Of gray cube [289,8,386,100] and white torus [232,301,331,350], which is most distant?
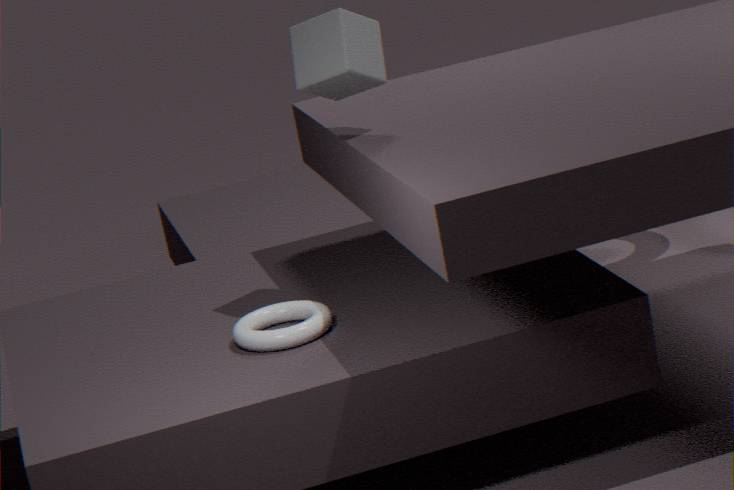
gray cube [289,8,386,100]
